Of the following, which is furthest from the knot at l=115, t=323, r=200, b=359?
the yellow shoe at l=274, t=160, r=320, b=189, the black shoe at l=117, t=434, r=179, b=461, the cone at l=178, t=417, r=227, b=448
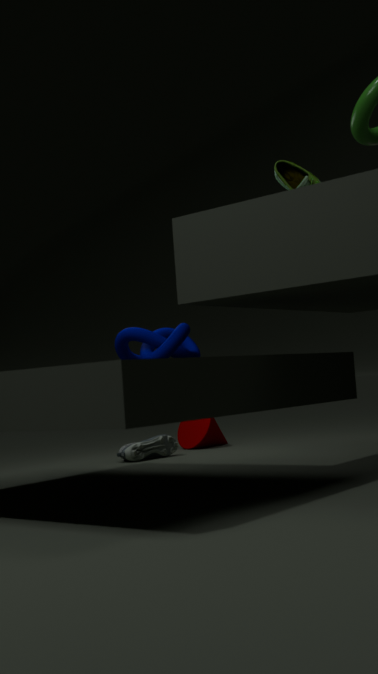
the cone at l=178, t=417, r=227, b=448
